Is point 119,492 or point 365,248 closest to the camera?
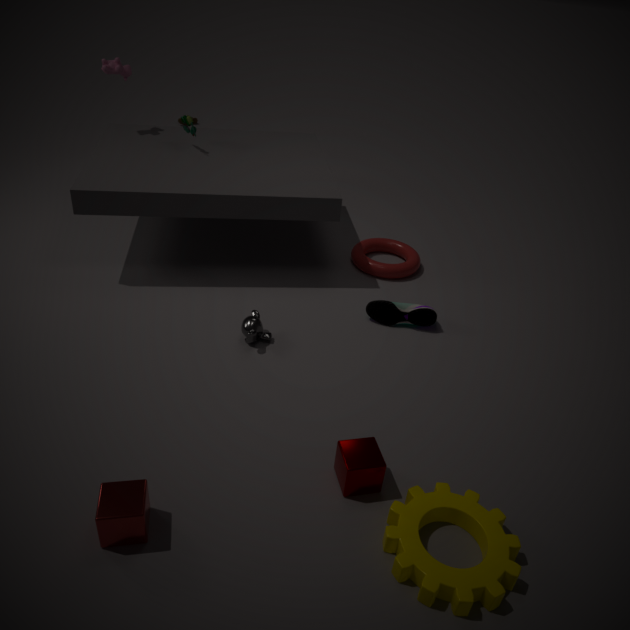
point 119,492
